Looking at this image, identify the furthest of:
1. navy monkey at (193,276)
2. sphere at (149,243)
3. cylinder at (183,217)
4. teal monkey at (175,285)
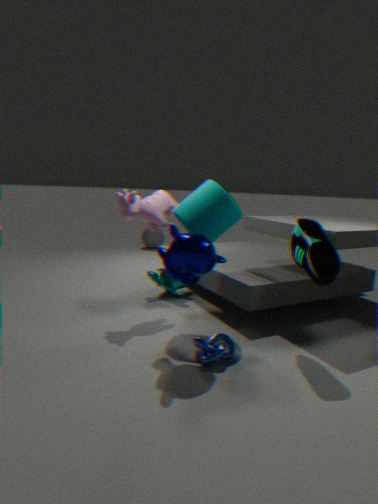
sphere at (149,243)
